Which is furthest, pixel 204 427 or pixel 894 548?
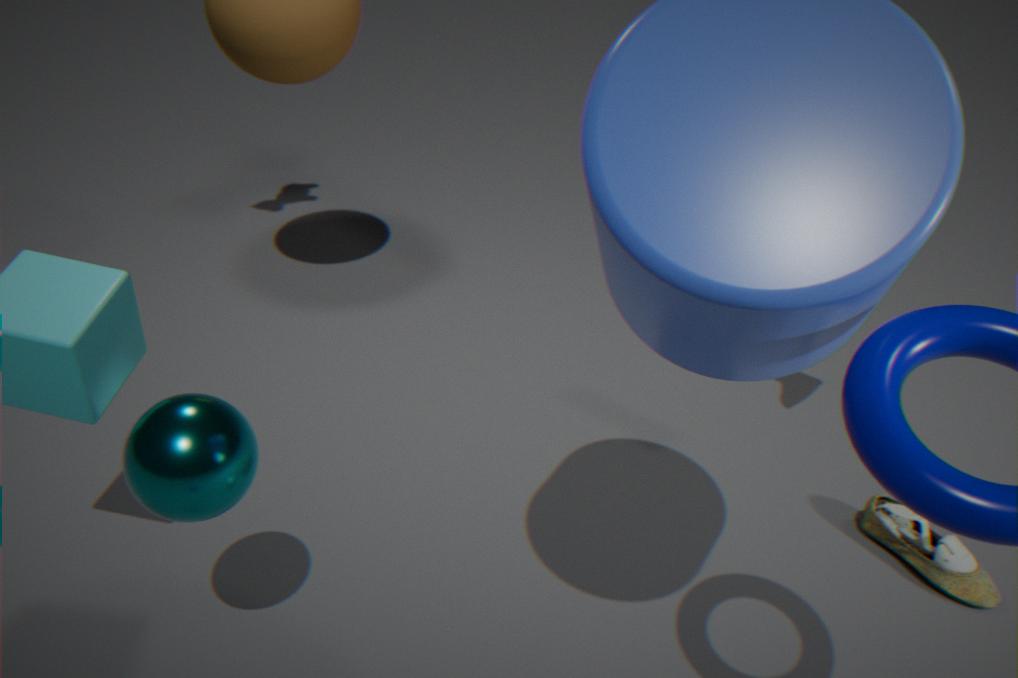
pixel 894 548
